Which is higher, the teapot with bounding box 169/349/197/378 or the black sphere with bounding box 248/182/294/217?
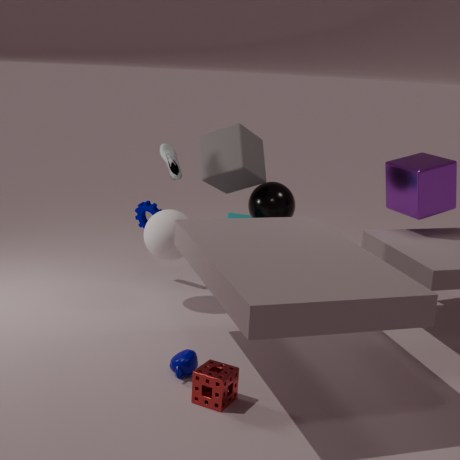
the black sphere with bounding box 248/182/294/217
